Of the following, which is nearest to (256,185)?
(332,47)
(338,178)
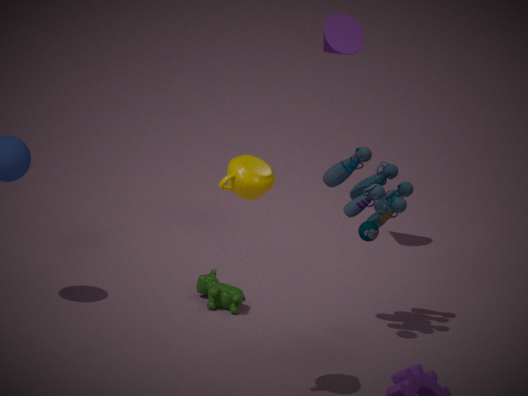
(338,178)
